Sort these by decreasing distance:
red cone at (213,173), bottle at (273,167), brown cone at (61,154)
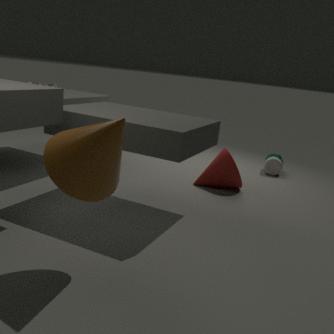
bottle at (273,167), red cone at (213,173), brown cone at (61,154)
